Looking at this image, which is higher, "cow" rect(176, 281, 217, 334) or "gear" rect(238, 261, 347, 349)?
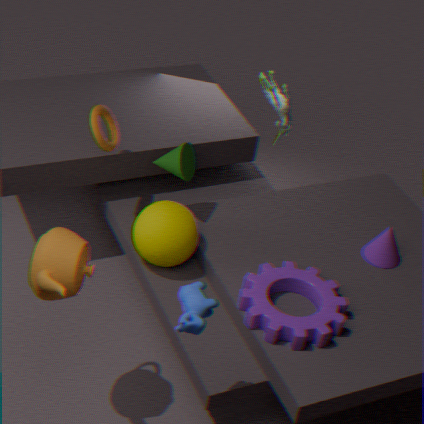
"cow" rect(176, 281, 217, 334)
